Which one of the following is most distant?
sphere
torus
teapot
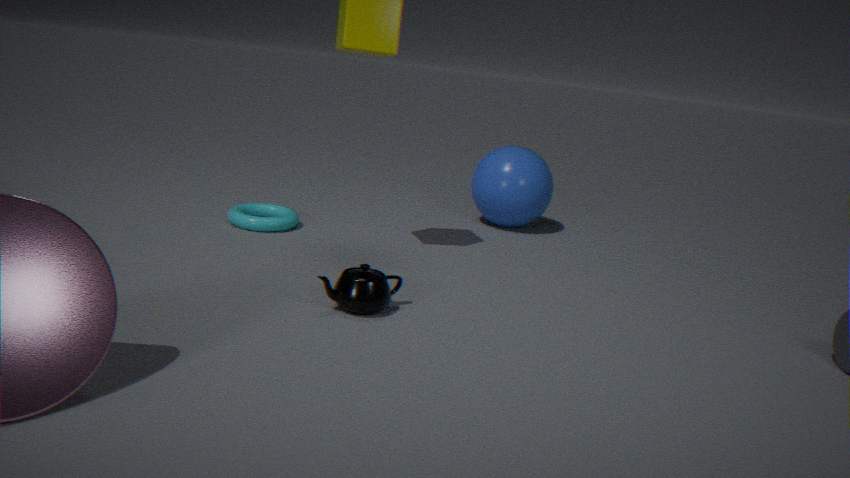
sphere
